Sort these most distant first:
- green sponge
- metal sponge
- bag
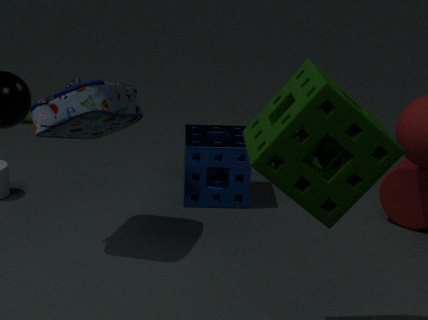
metal sponge < bag < green sponge
